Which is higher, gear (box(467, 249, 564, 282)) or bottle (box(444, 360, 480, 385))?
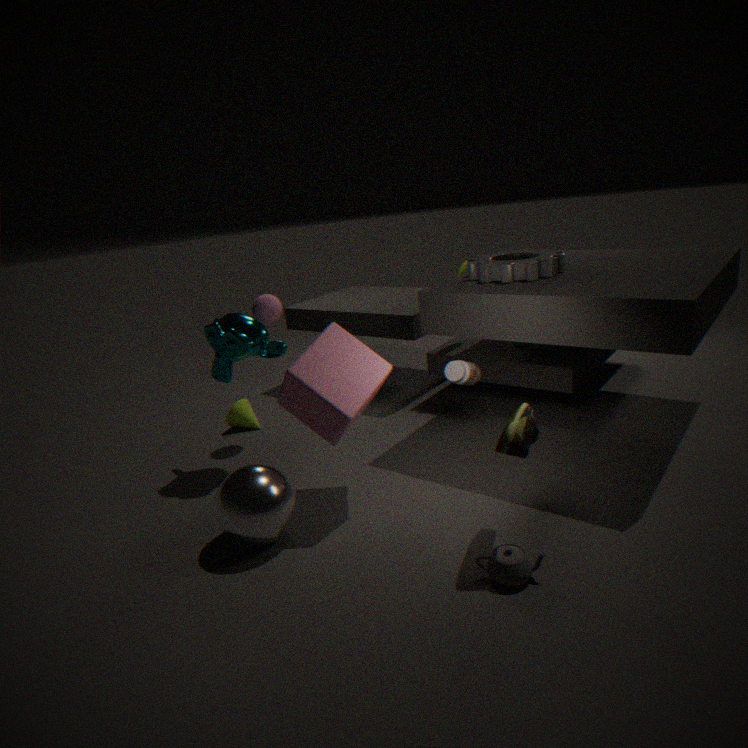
gear (box(467, 249, 564, 282))
